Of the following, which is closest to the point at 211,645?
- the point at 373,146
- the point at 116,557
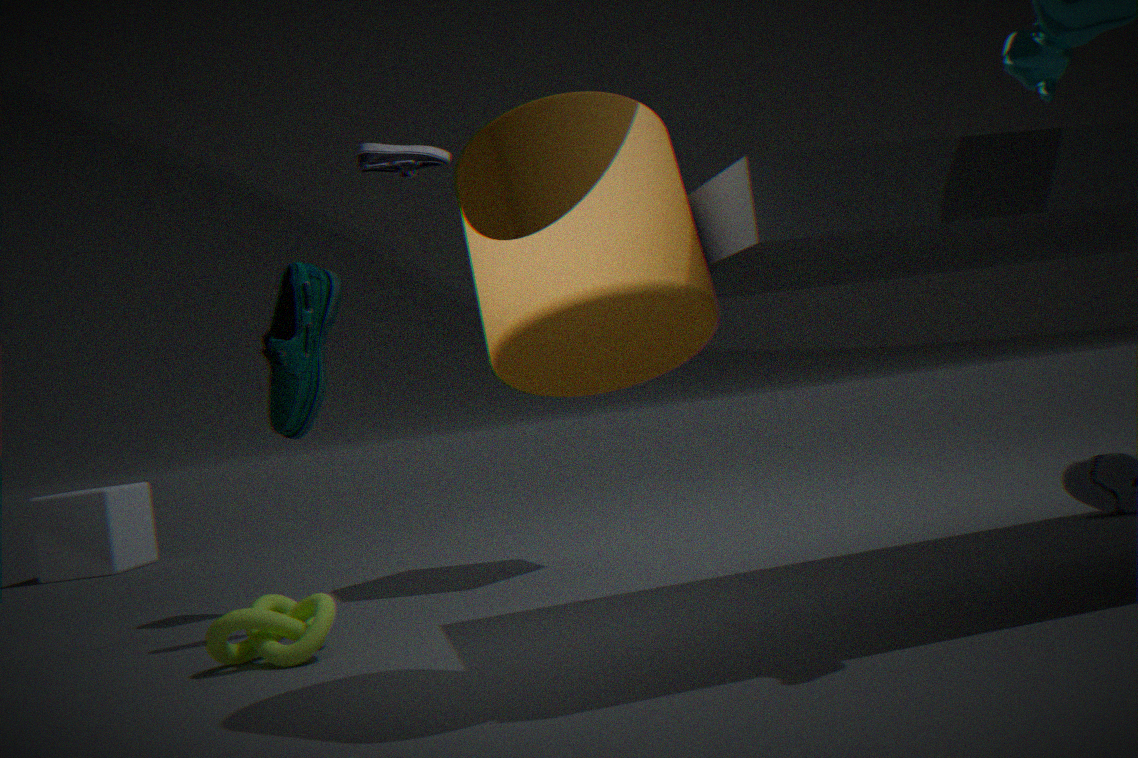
the point at 373,146
